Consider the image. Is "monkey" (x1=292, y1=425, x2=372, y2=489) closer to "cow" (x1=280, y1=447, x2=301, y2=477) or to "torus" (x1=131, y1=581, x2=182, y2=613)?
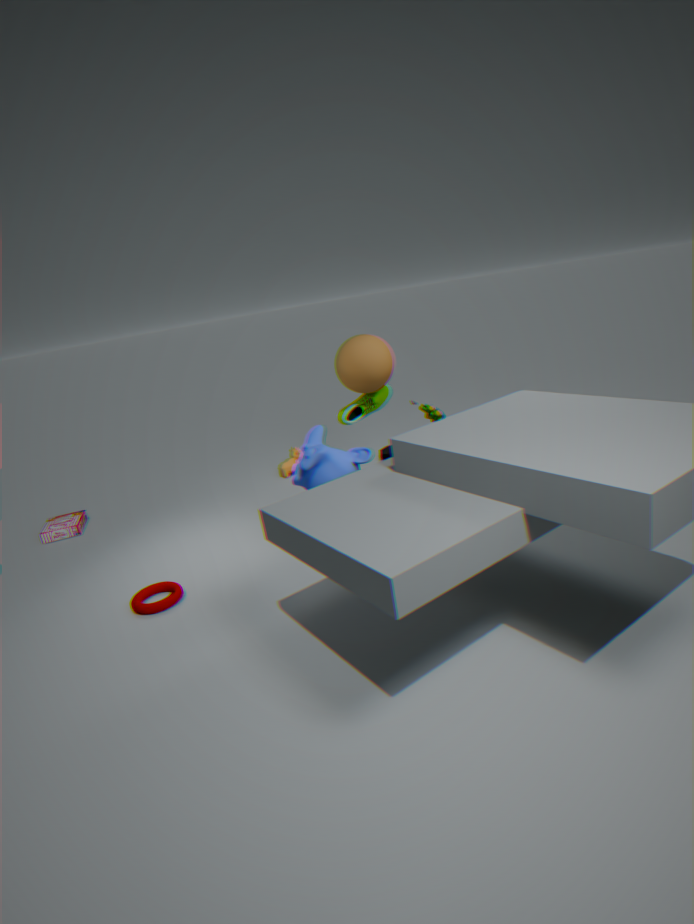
"torus" (x1=131, y1=581, x2=182, y2=613)
